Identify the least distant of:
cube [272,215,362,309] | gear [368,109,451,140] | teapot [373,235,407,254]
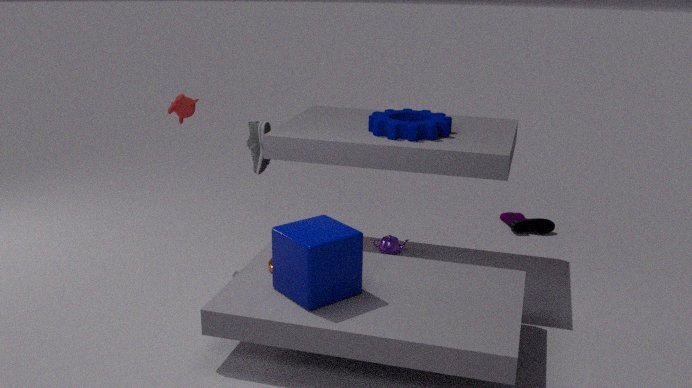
cube [272,215,362,309]
